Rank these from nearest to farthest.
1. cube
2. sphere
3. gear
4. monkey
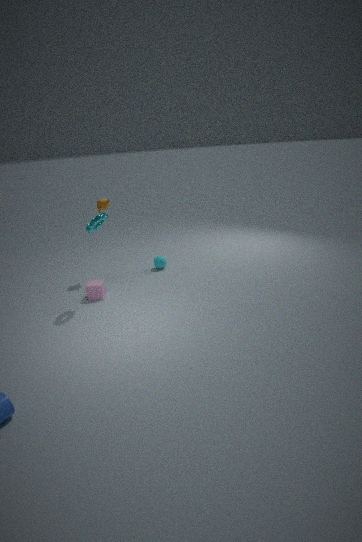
gear < cube < monkey < sphere
